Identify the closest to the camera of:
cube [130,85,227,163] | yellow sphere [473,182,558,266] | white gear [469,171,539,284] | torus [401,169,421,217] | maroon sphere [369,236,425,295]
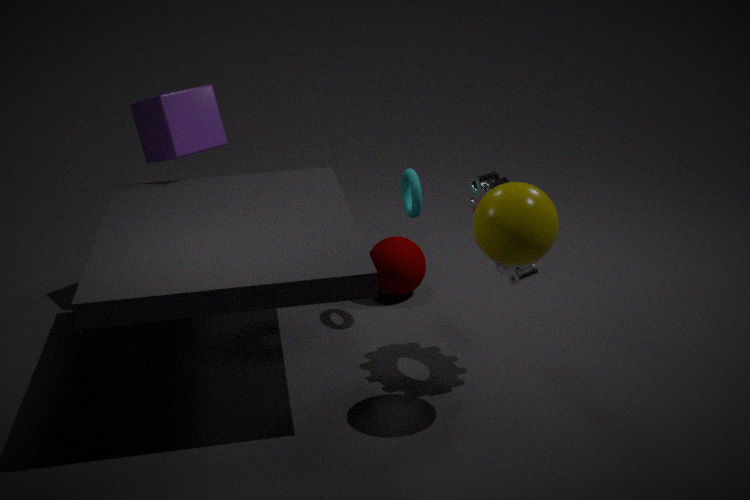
yellow sphere [473,182,558,266]
